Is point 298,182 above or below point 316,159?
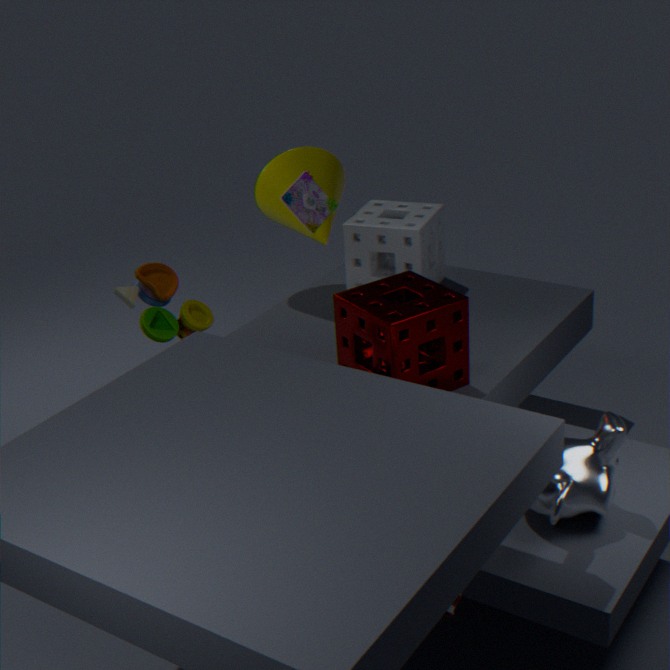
above
